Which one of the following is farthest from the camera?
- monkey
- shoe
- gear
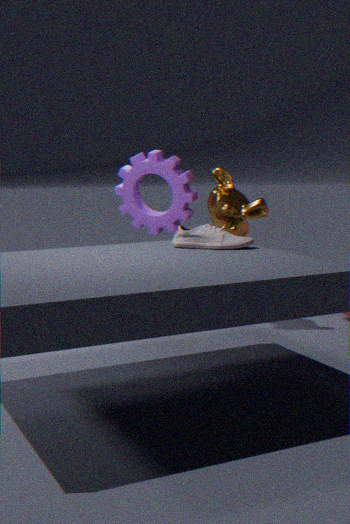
gear
